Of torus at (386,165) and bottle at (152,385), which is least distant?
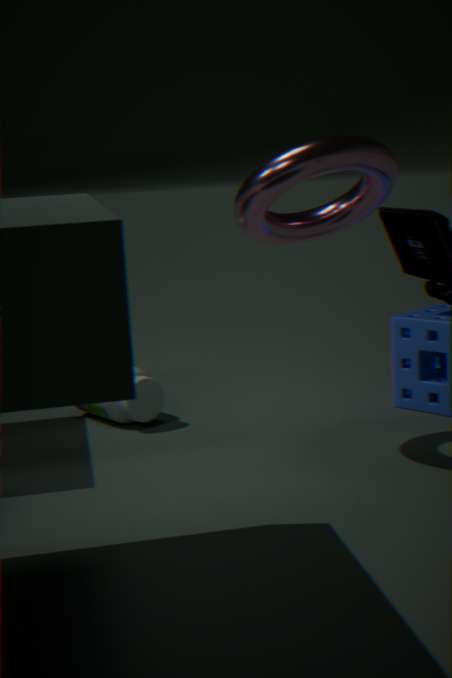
torus at (386,165)
